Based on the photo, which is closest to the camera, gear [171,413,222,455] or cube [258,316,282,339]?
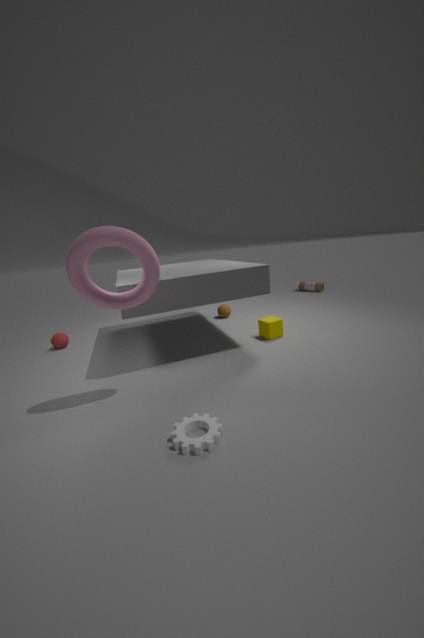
gear [171,413,222,455]
